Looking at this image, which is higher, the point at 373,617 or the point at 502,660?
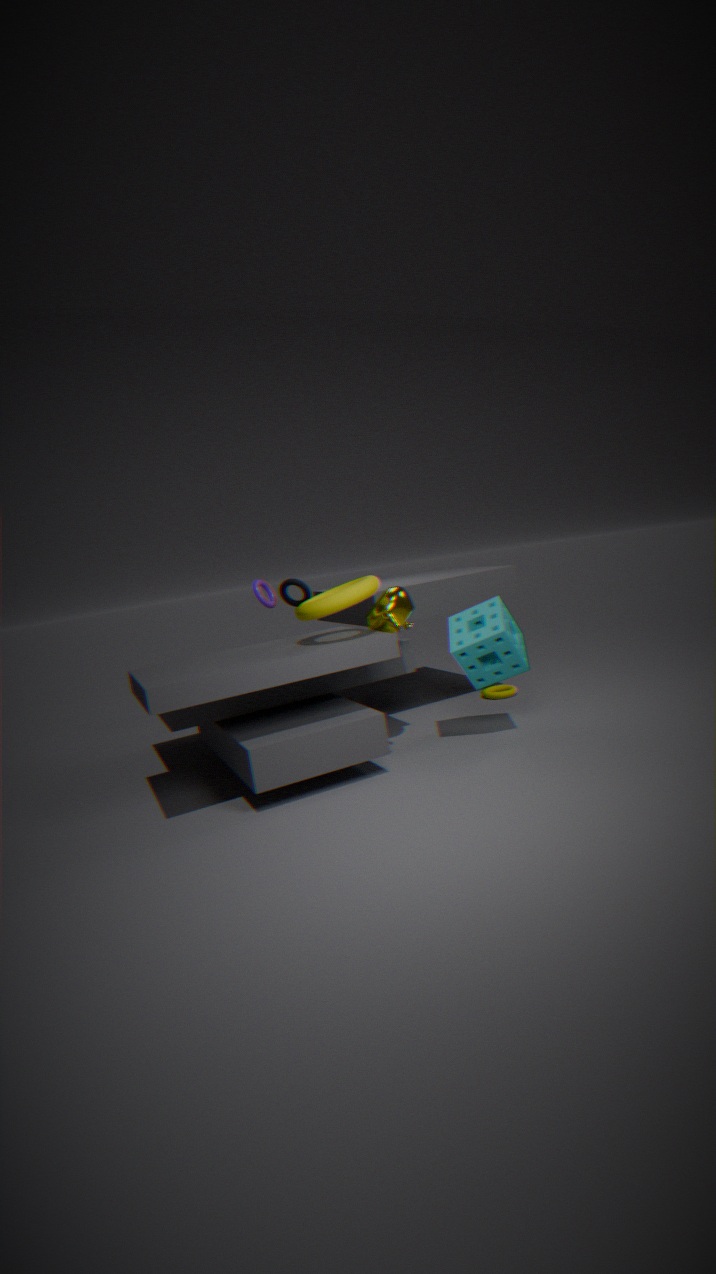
the point at 373,617
